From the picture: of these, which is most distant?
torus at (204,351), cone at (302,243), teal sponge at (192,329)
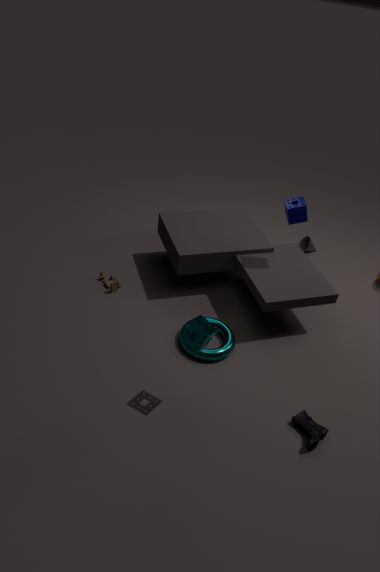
cone at (302,243)
